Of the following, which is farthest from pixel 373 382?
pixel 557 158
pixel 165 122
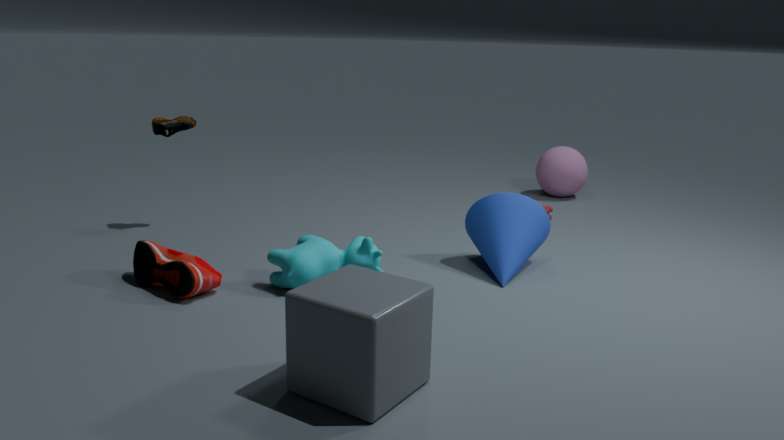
pixel 557 158
